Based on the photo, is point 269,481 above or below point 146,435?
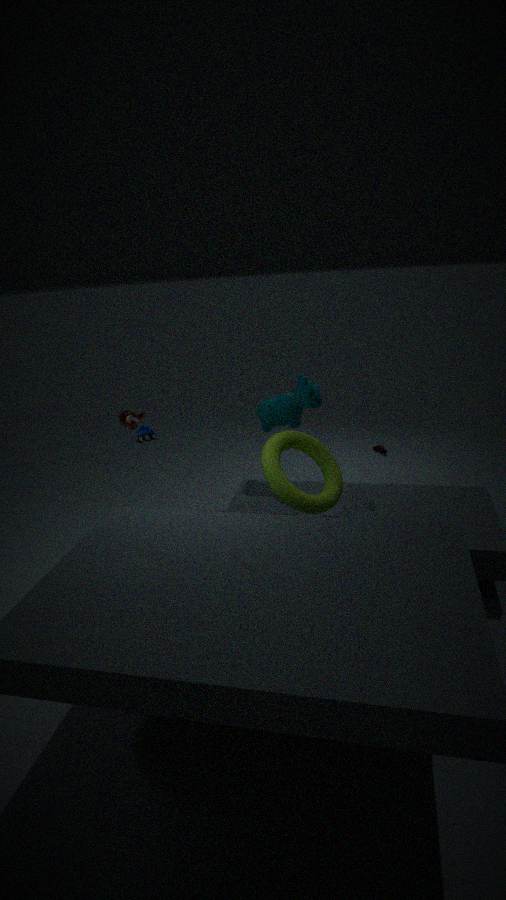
below
